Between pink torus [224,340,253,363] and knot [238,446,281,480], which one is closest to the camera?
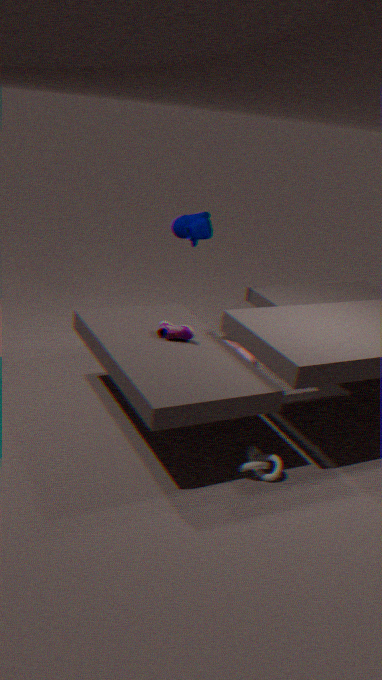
knot [238,446,281,480]
